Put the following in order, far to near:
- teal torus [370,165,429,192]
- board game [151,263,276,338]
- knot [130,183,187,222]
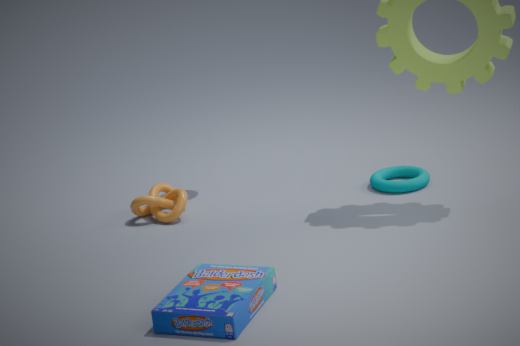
teal torus [370,165,429,192] < knot [130,183,187,222] < board game [151,263,276,338]
